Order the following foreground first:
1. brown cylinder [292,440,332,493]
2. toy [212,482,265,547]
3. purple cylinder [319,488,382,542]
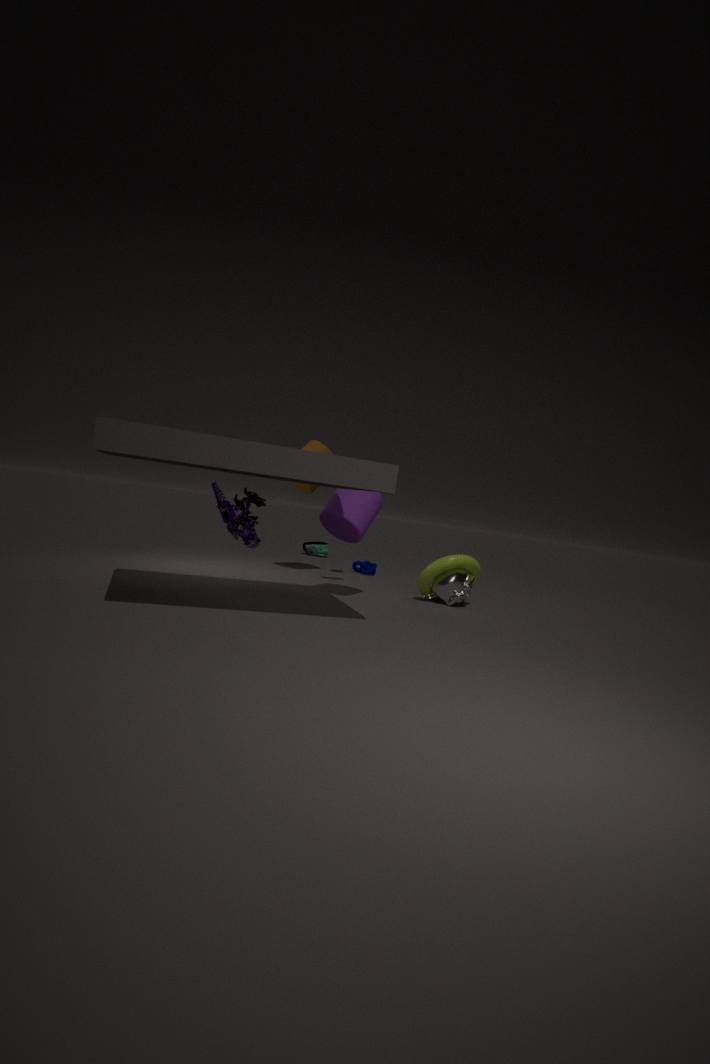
toy [212,482,265,547] → purple cylinder [319,488,382,542] → brown cylinder [292,440,332,493]
